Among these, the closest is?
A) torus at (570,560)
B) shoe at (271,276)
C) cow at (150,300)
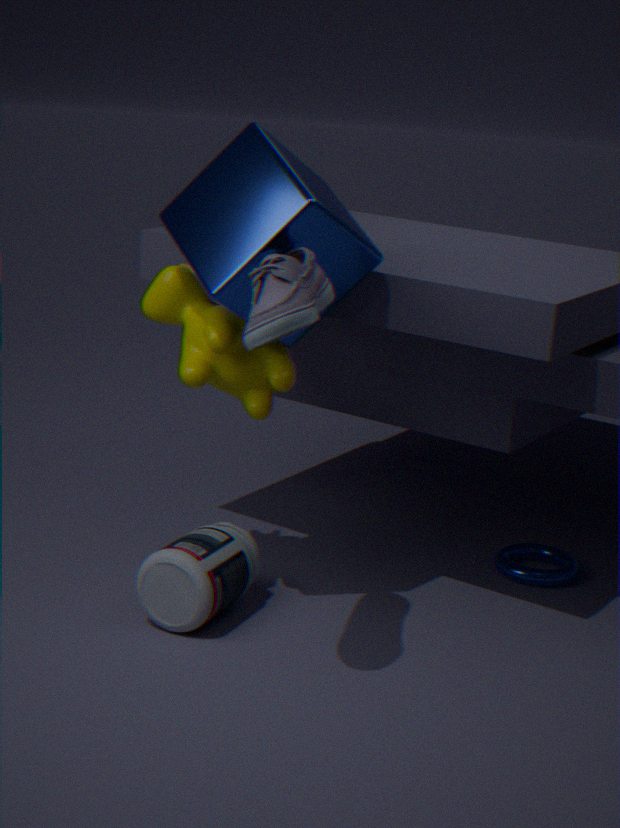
shoe at (271,276)
